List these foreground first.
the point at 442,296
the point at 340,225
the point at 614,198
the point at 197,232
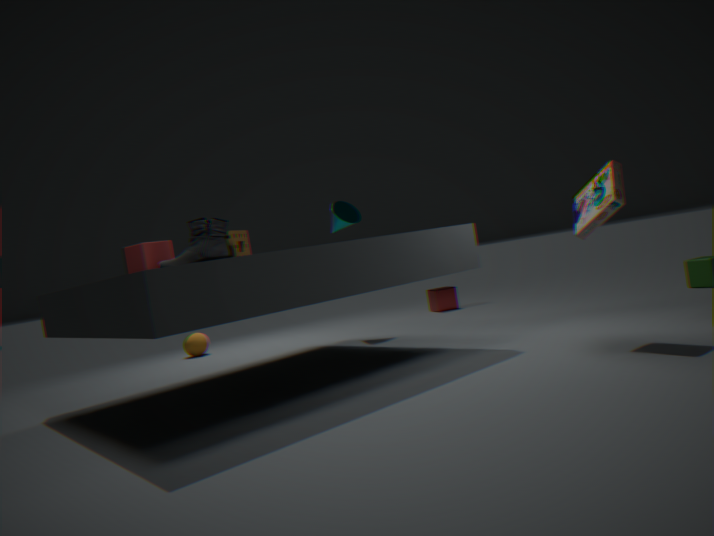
1. the point at 614,198
2. the point at 197,232
3. the point at 340,225
4. the point at 442,296
